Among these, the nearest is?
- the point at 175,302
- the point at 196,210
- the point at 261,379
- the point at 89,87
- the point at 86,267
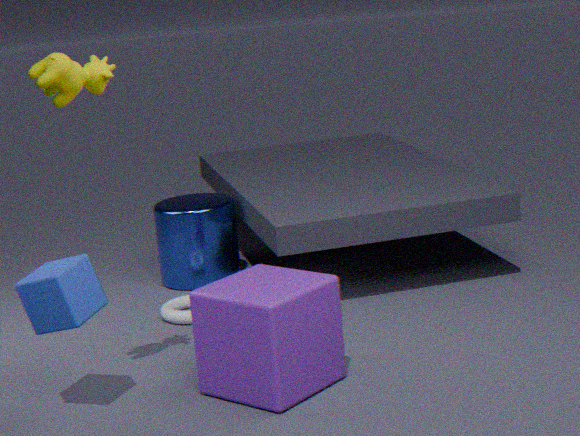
the point at 89,87
